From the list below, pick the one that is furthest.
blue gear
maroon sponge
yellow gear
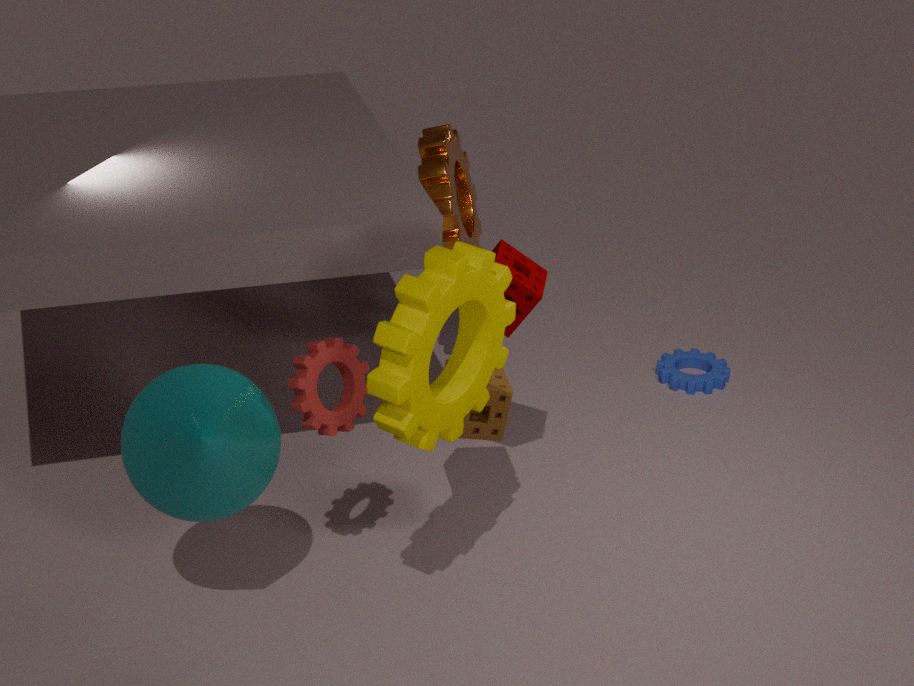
blue gear
